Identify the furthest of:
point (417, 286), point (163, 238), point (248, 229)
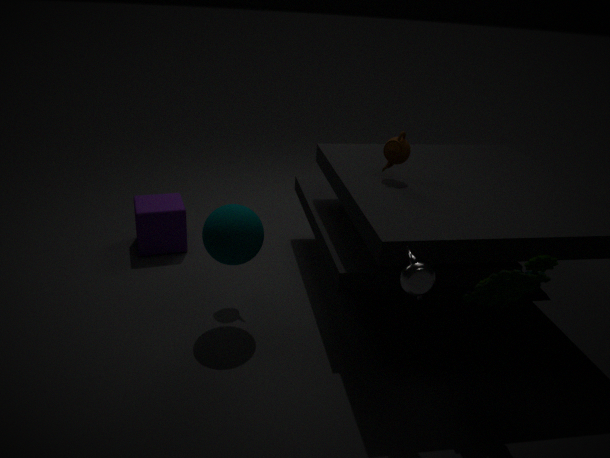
point (163, 238)
